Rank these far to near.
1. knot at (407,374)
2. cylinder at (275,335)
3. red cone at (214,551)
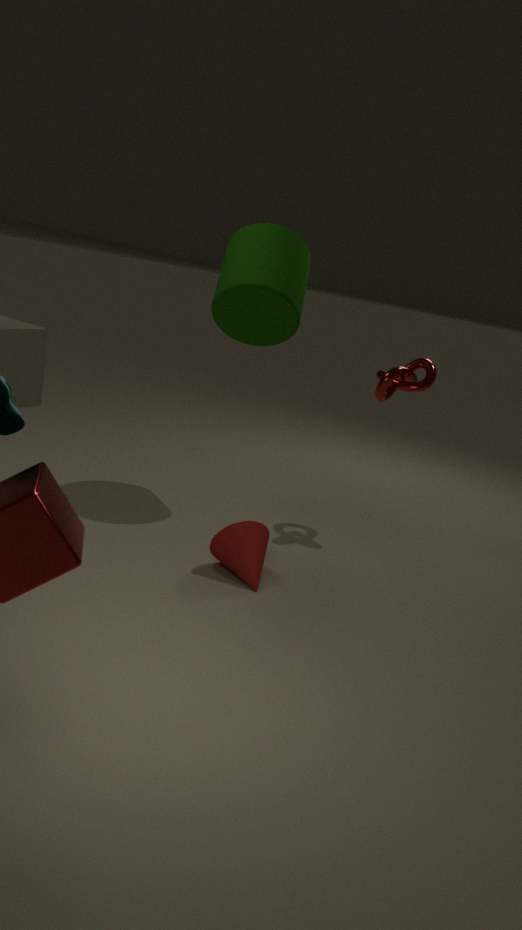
1. knot at (407,374)
2. cylinder at (275,335)
3. red cone at (214,551)
